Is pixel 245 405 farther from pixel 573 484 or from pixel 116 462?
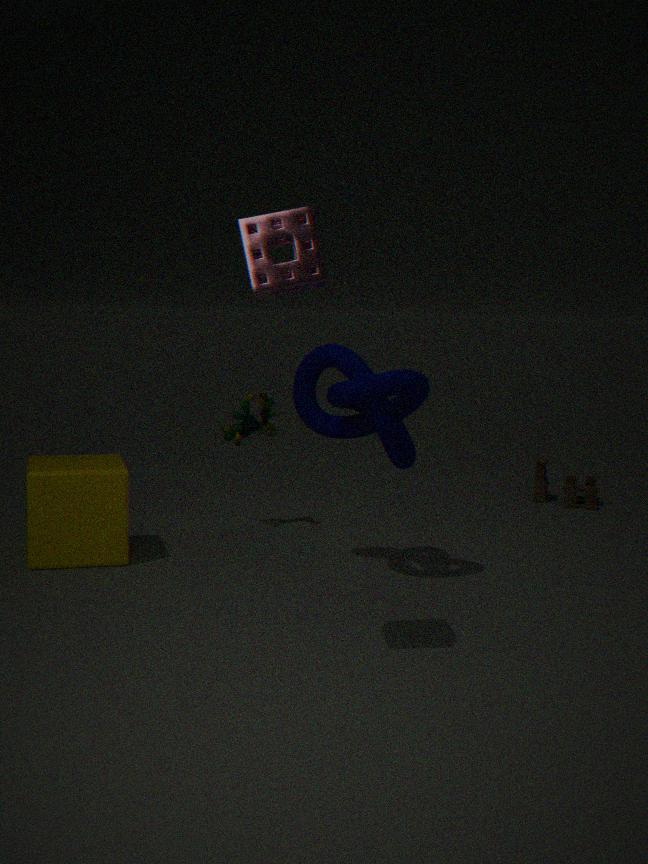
pixel 573 484
